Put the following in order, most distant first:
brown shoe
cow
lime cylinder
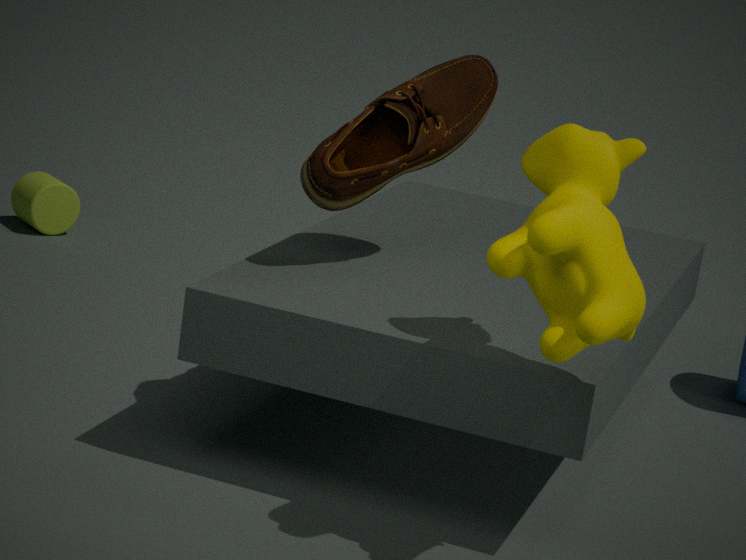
lime cylinder < brown shoe < cow
